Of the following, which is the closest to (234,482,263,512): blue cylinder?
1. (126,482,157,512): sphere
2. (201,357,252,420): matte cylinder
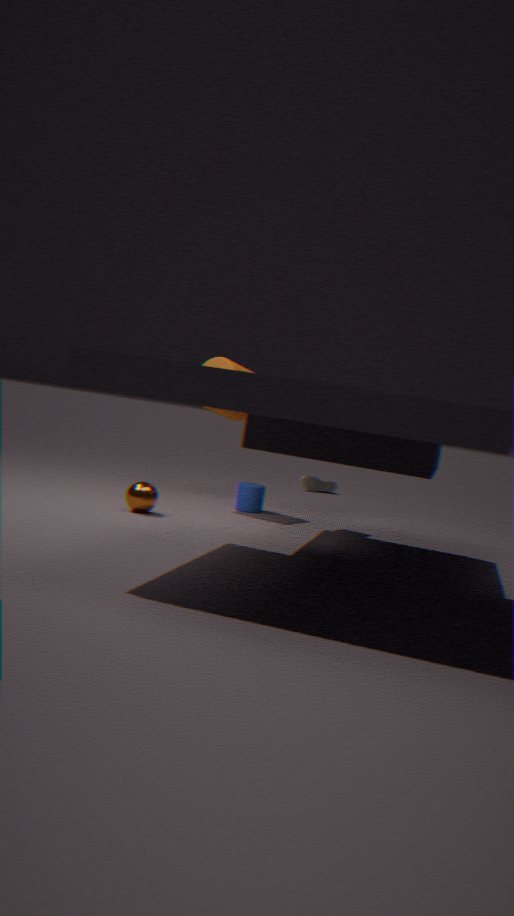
(201,357,252,420): matte cylinder
